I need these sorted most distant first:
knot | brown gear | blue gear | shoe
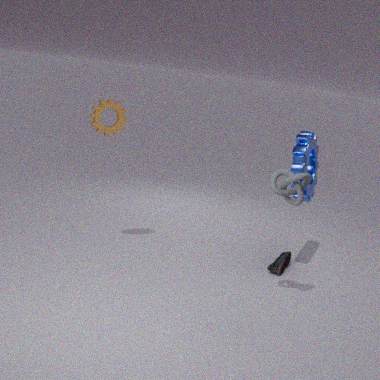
shoe, blue gear, brown gear, knot
